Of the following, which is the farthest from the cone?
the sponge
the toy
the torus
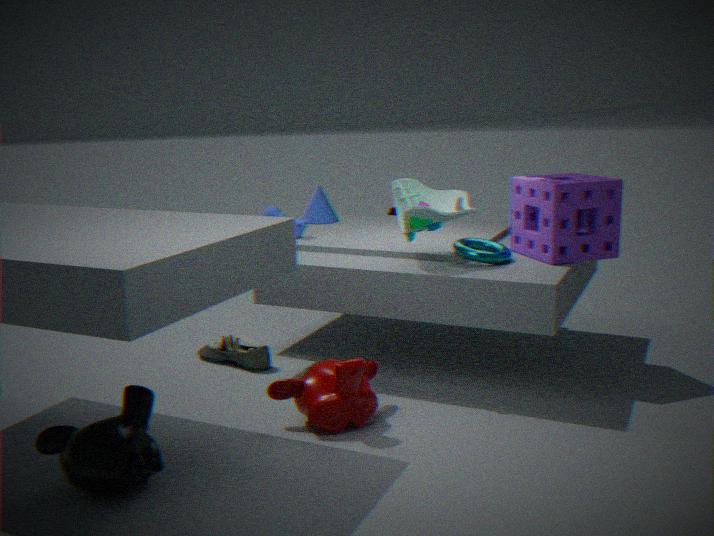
the sponge
